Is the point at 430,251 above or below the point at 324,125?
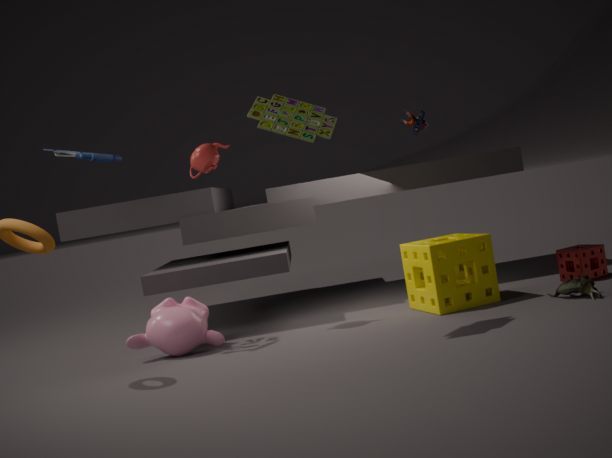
below
